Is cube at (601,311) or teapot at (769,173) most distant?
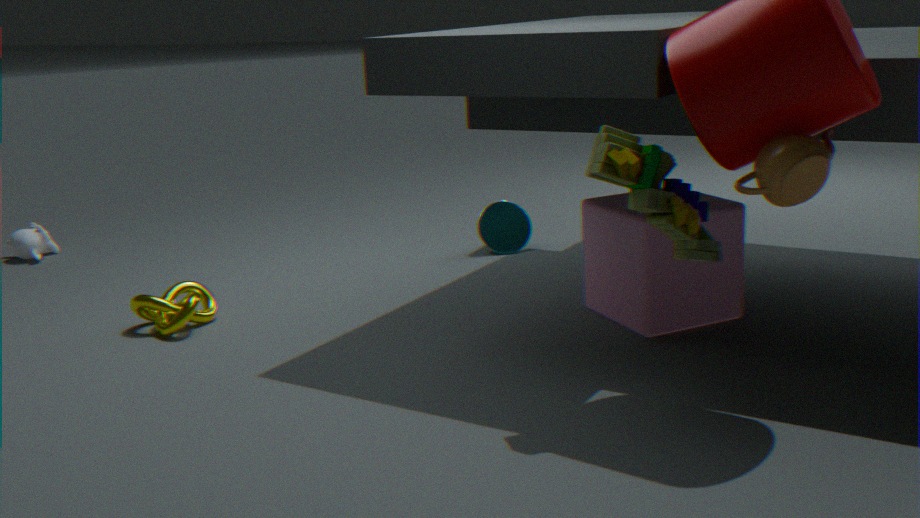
cube at (601,311)
